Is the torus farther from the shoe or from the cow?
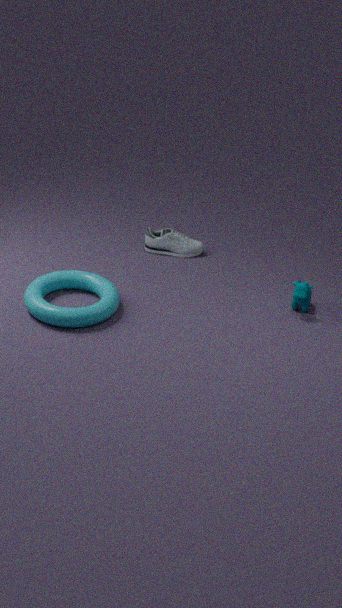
the cow
